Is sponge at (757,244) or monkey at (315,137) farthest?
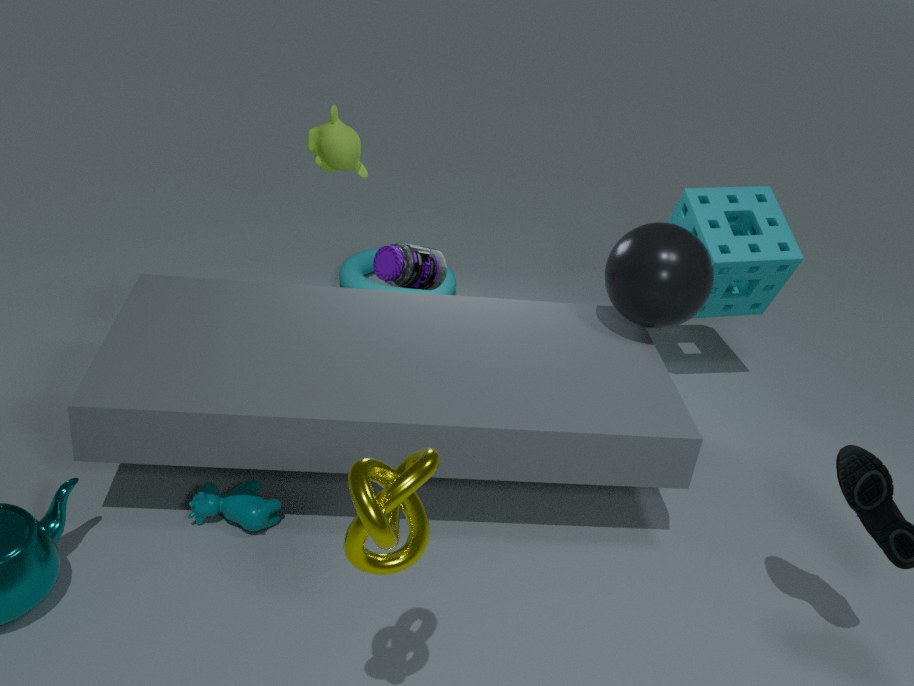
sponge at (757,244)
